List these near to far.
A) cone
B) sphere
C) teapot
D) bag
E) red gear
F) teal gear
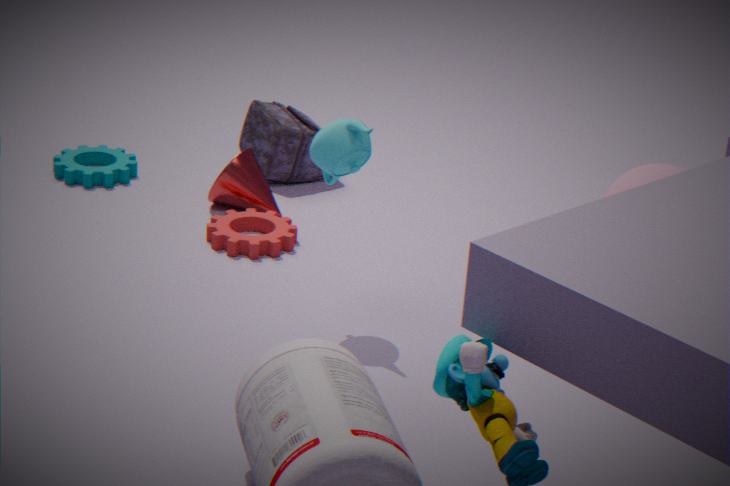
teapot → sphere → red gear → cone → teal gear → bag
